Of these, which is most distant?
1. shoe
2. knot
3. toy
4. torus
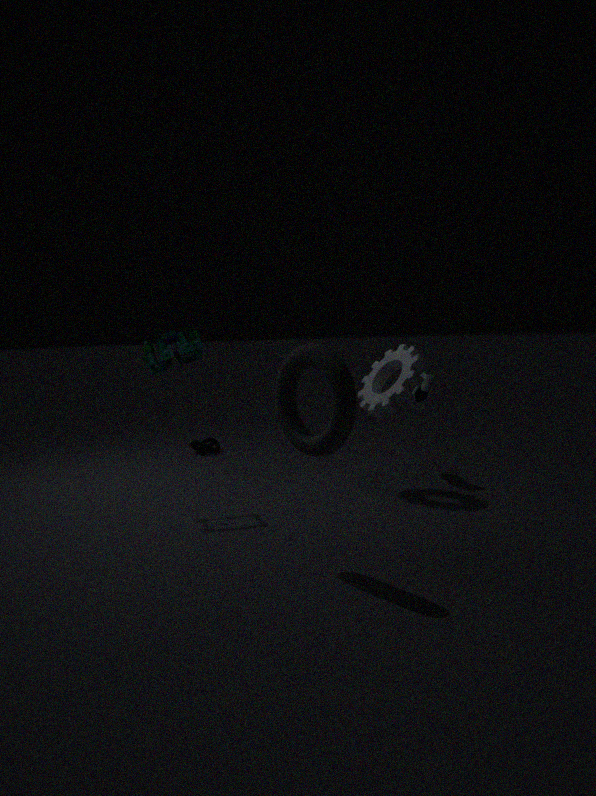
knot
